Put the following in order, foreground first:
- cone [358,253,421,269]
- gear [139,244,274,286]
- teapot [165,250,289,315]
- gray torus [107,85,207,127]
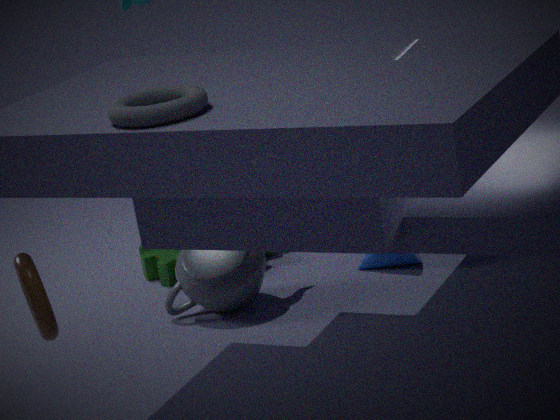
gray torus [107,85,207,127], teapot [165,250,289,315], cone [358,253,421,269], gear [139,244,274,286]
